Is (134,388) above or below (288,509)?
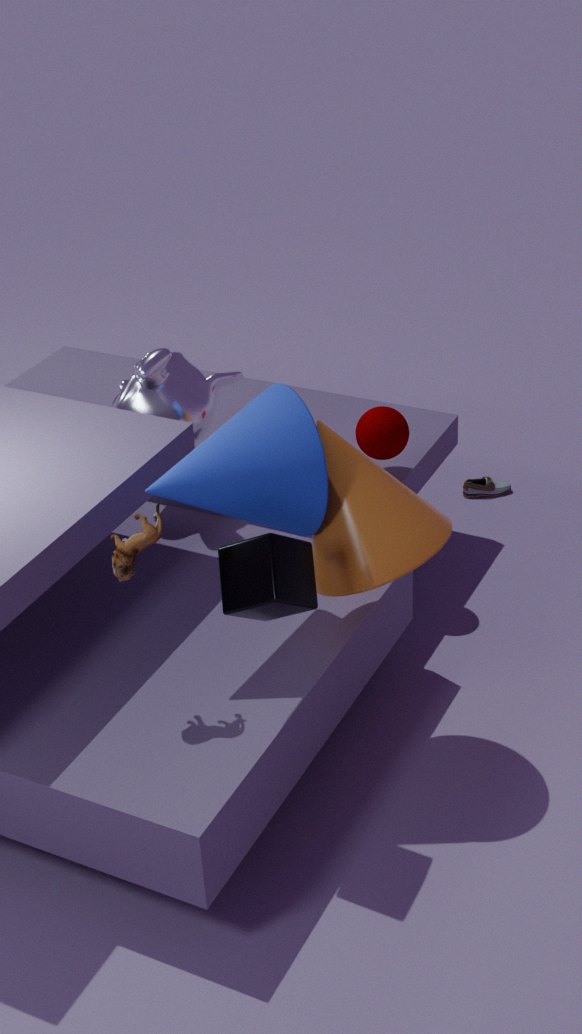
below
